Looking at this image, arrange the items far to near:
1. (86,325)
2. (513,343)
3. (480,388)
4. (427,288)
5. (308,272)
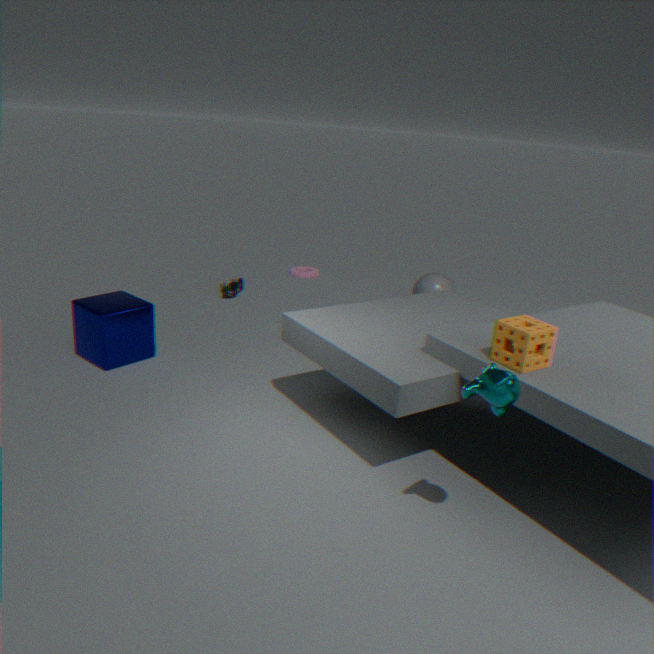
(308,272), (427,288), (86,325), (513,343), (480,388)
